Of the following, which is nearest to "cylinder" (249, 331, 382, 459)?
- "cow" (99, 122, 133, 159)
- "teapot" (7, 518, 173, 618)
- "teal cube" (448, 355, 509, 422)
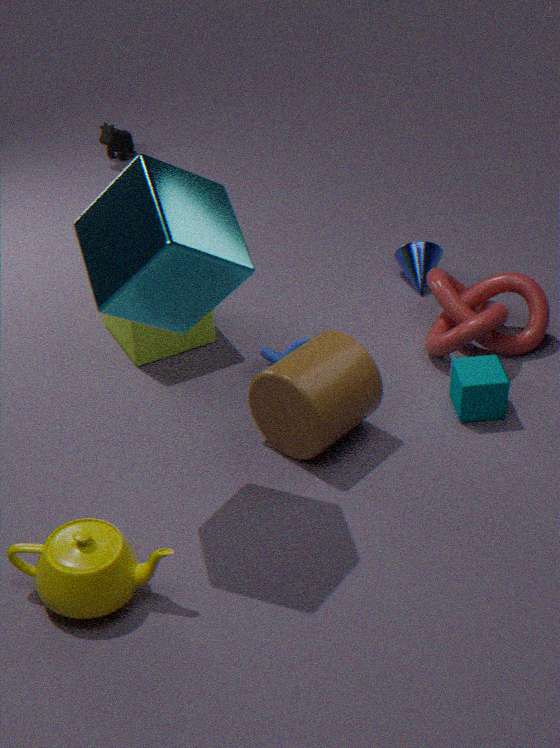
"teal cube" (448, 355, 509, 422)
